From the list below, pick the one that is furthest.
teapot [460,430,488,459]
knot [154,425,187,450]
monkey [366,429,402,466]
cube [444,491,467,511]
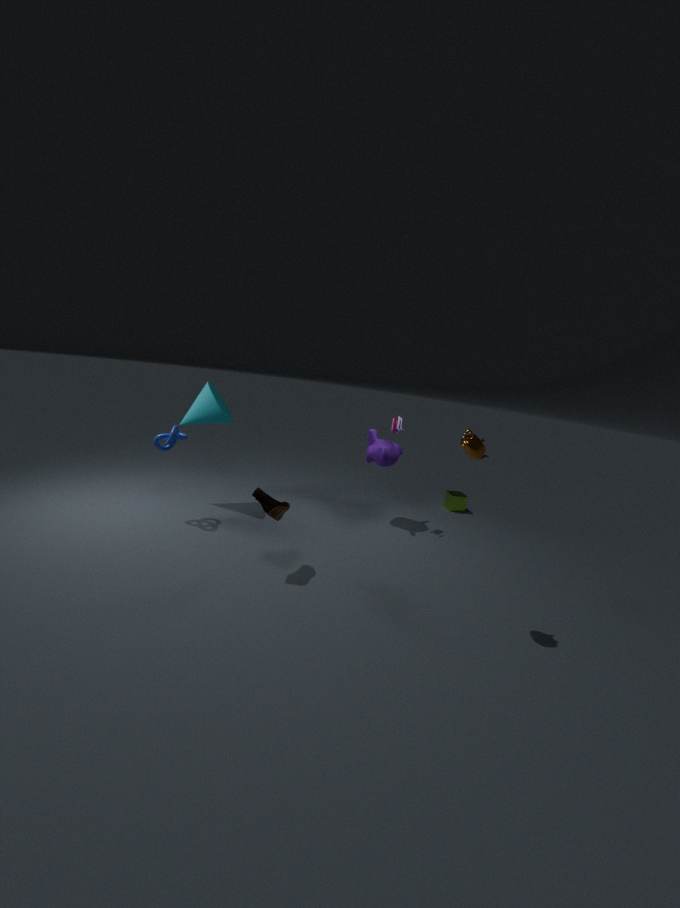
cube [444,491,467,511]
